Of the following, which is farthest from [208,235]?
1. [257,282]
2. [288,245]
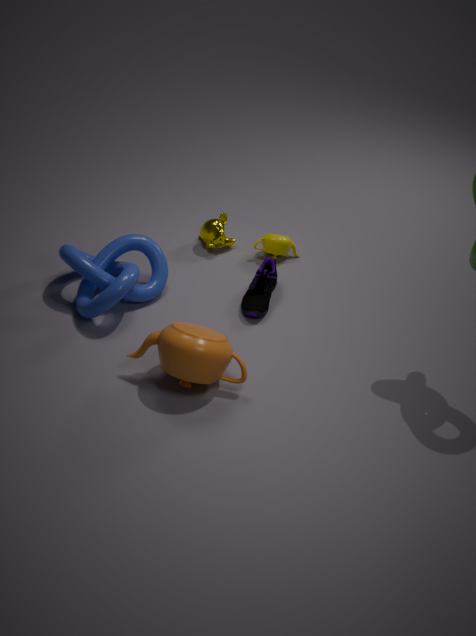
[257,282]
